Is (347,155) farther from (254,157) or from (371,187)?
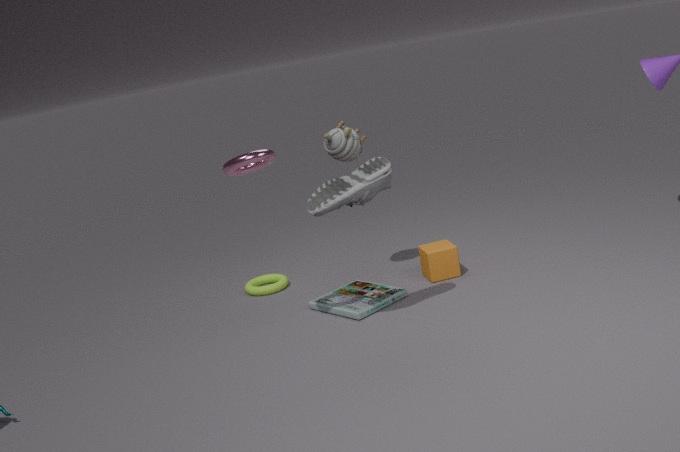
(254,157)
